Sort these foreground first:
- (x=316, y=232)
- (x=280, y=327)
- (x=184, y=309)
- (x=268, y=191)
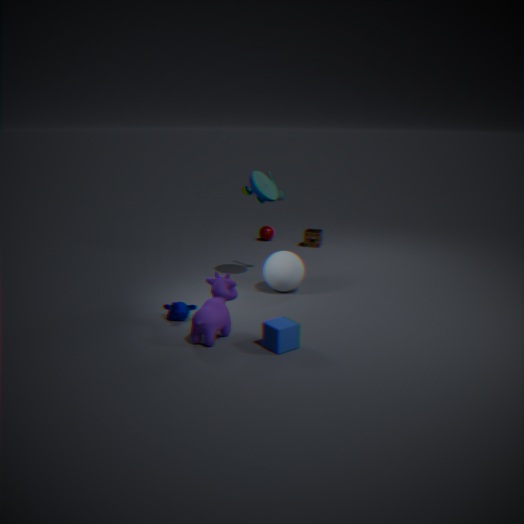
(x=280, y=327), (x=184, y=309), (x=268, y=191), (x=316, y=232)
